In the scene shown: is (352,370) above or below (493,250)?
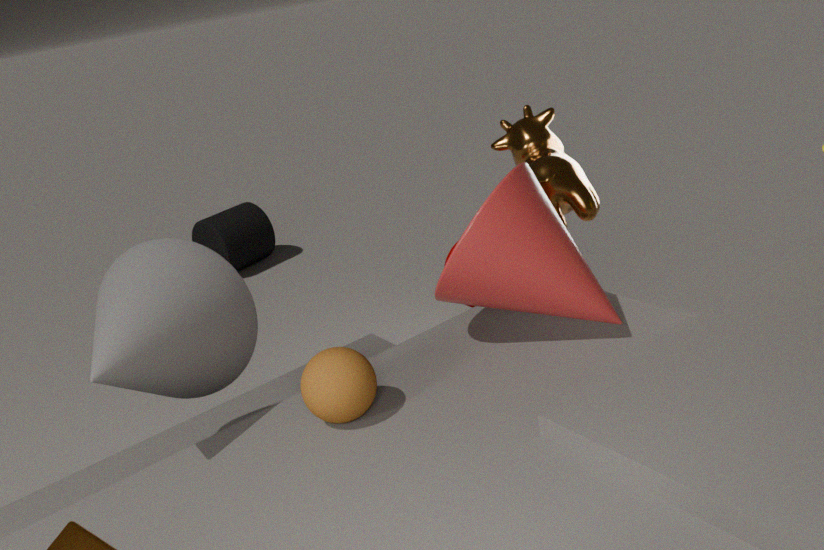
below
